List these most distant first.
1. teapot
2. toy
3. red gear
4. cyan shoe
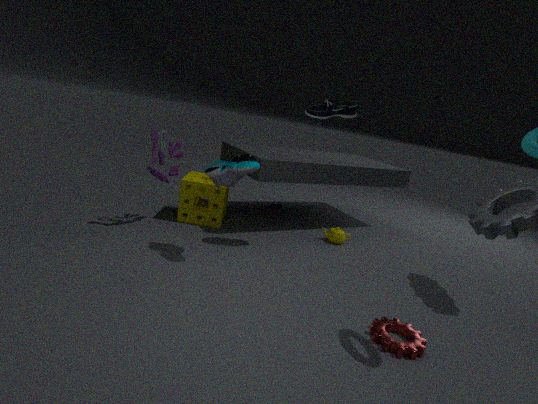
teapot < toy < cyan shoe < red gear
